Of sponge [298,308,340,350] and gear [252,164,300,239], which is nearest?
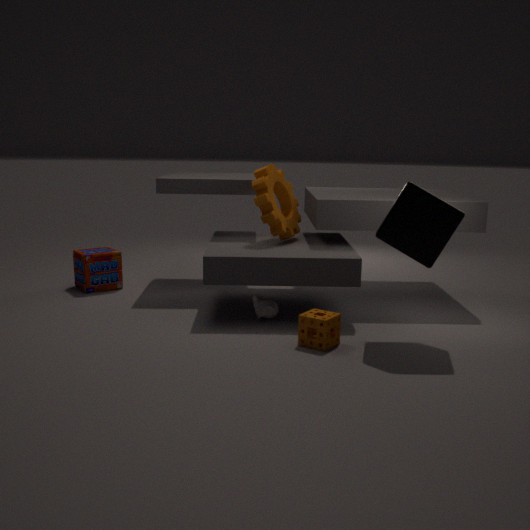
sponge [298,308,340,350]
